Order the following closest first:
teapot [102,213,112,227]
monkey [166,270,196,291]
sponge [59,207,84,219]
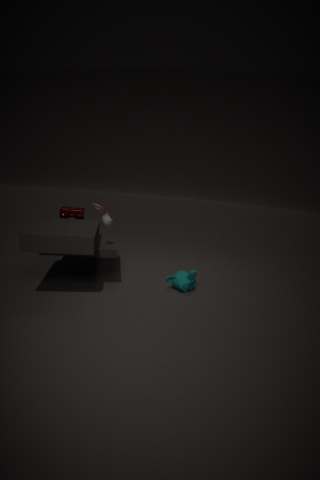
teapot [102,213,112,227] → monkey [166,270,196,291] → sponge [59,207,84,219]
